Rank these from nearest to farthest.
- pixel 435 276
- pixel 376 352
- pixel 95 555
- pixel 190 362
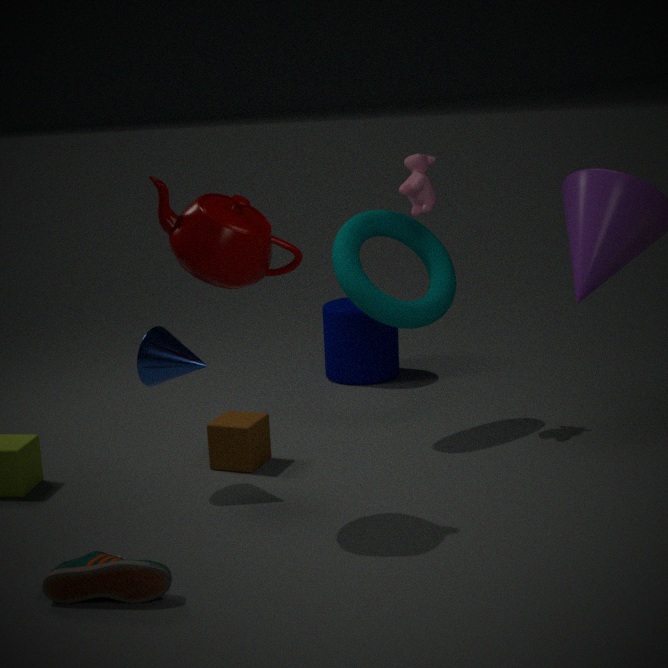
pixel 95 555 → pixel 190 362 → pixel 435 276 → pixel 376 352
